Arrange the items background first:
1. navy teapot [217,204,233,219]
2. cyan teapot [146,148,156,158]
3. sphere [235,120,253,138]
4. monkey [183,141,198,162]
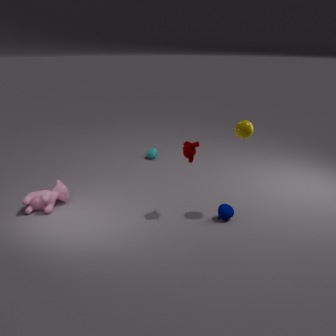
1. cyan teapot [146,148,156,158]
2. navy teapot [217,204,233,219]
3. monkey [183,141,198,162]
4. sphere [235,120,253,138]
